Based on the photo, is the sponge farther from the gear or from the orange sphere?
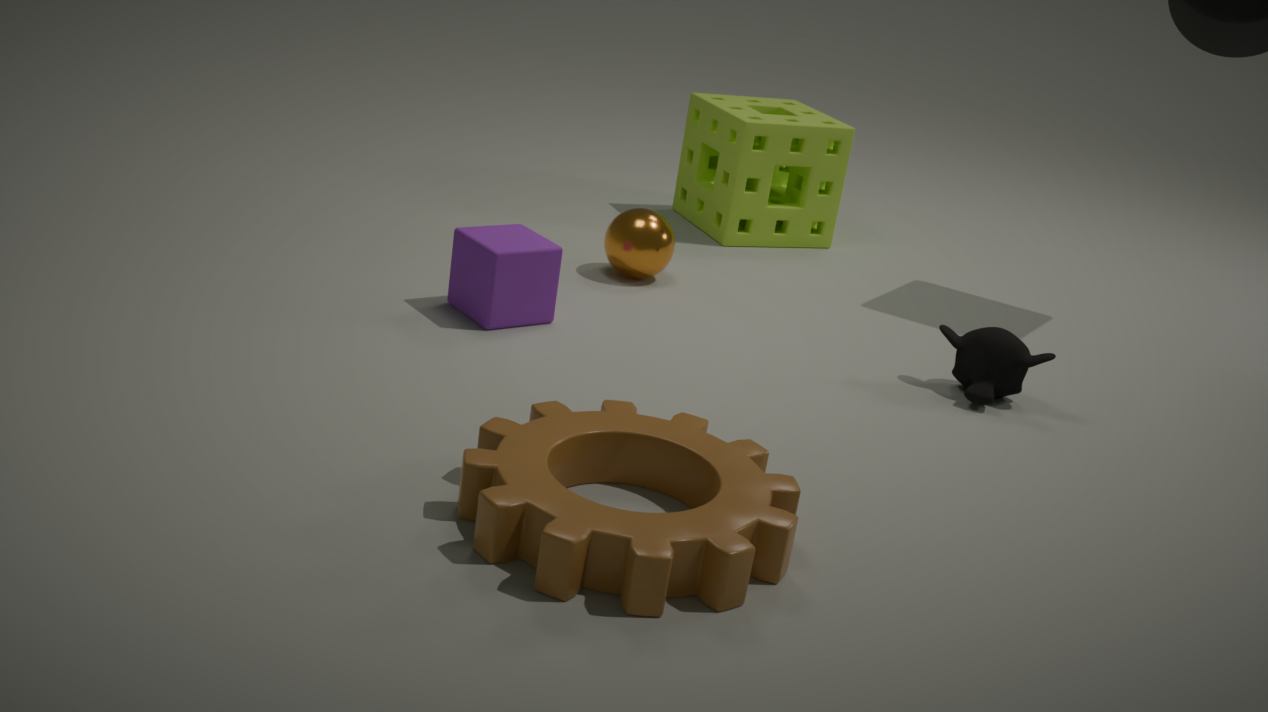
the gear
